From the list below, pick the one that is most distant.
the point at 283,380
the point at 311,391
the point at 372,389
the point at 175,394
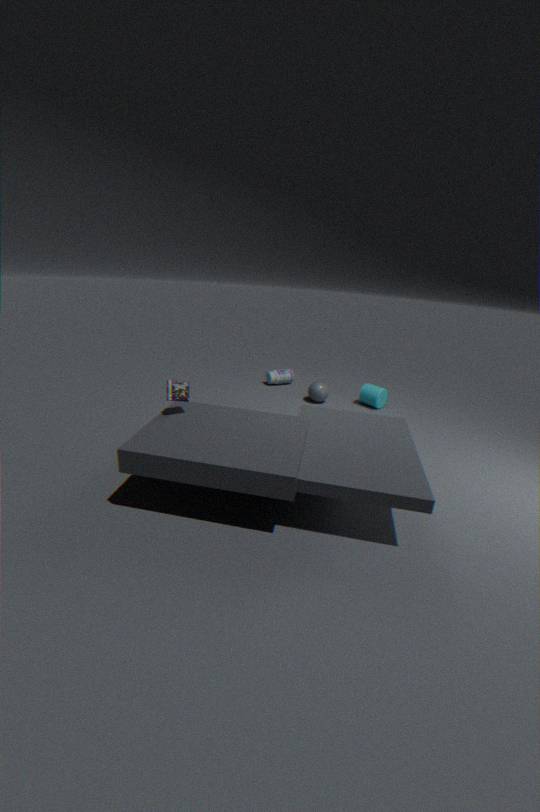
the point at 283,380
